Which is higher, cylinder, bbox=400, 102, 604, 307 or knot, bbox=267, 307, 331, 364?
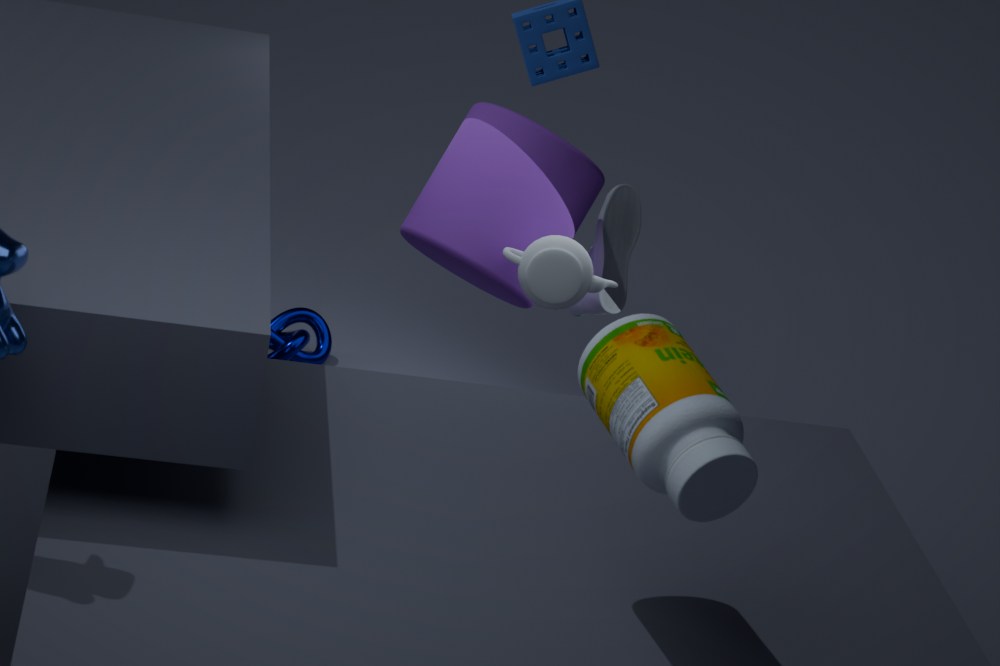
cylinder, bbox=400, 102, 604, 307
